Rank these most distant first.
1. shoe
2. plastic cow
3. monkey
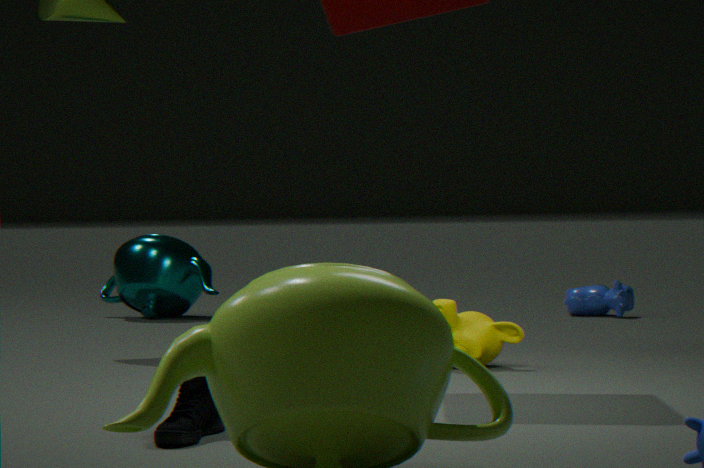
1. plastic cow
2. monkey
3. shoe
